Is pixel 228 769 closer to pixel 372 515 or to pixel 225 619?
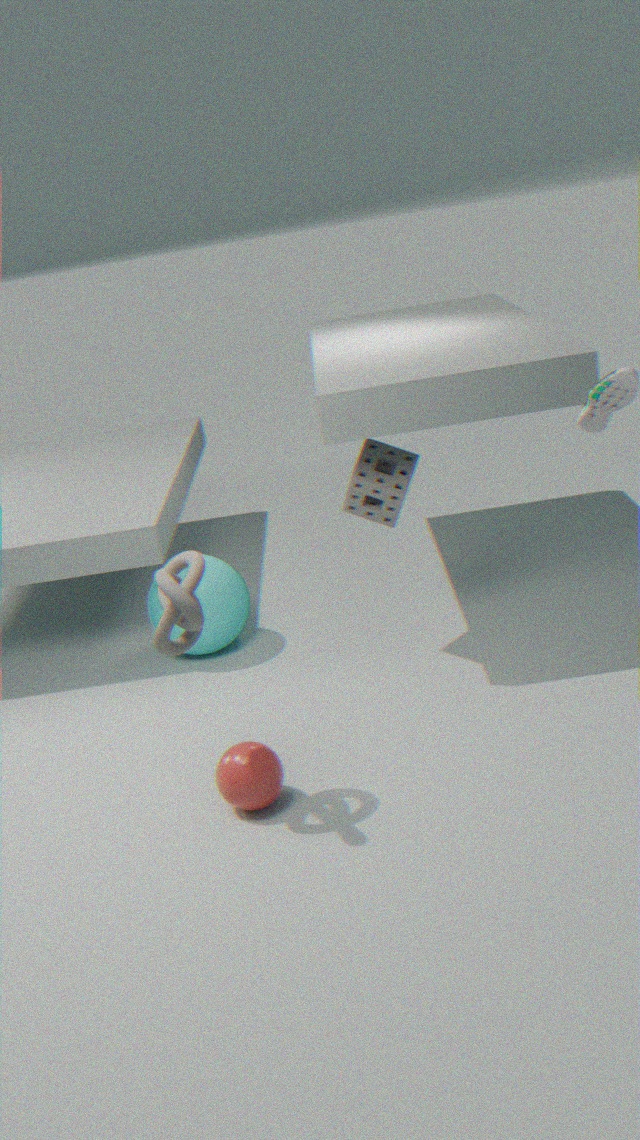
pixel 225 619
